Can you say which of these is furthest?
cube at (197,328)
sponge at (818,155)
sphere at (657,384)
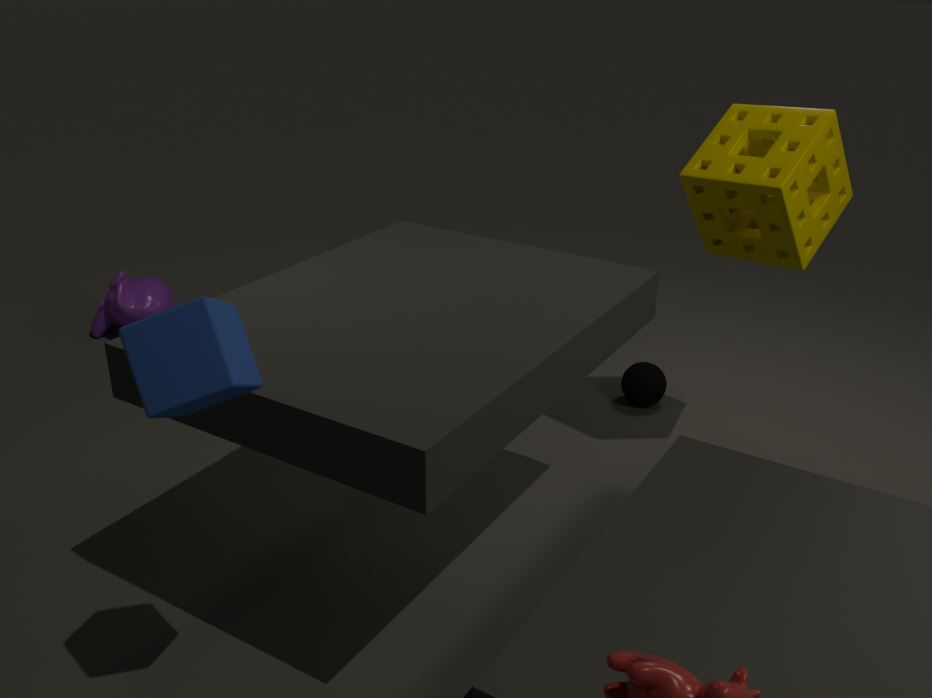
sphere at (657,384)
